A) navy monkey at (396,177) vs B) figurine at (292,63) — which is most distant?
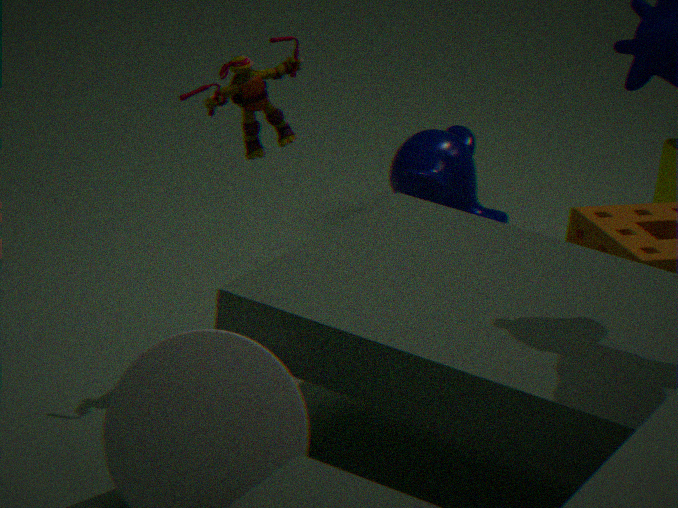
A. navy monkey at (396,177)
